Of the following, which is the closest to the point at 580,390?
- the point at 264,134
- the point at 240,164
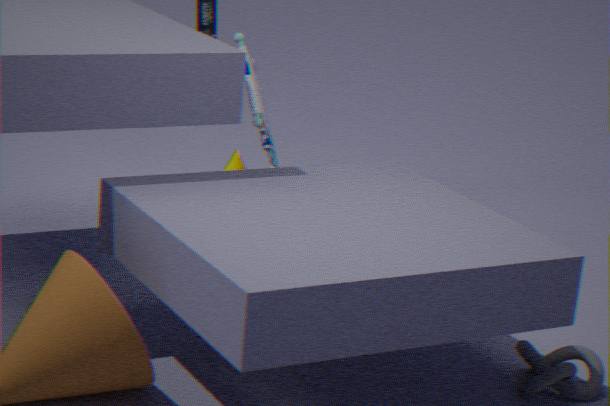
the point at 264,134
